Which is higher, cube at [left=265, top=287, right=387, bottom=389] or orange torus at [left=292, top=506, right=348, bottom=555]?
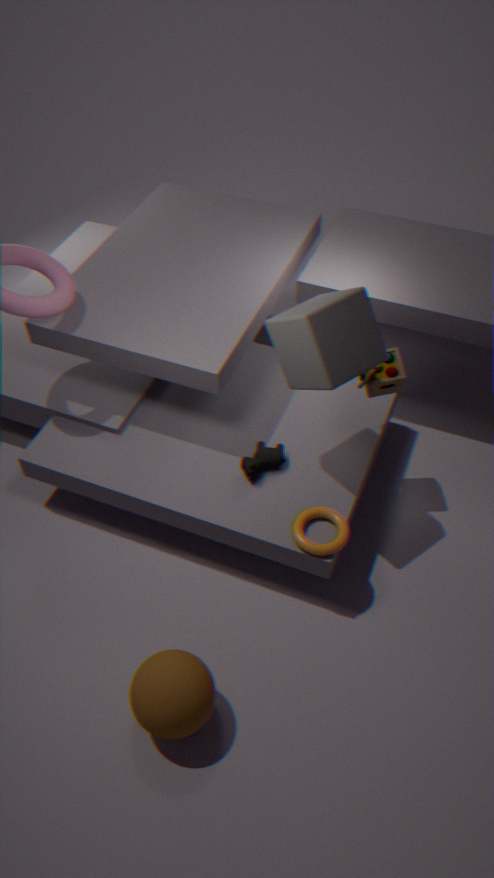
cube at [left=265, top=287, right=387, bottom=389]
